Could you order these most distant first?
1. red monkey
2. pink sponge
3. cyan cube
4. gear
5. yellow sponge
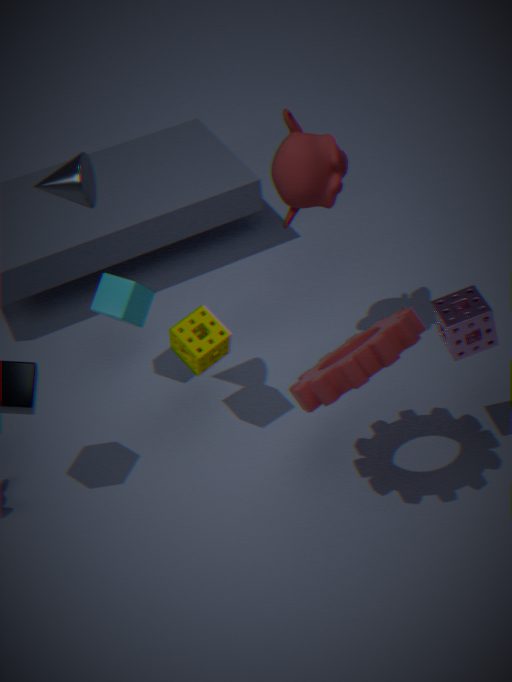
1. cyan cube
2. red monkey
3. yellow sponge
4. pink sponge
5. gear
